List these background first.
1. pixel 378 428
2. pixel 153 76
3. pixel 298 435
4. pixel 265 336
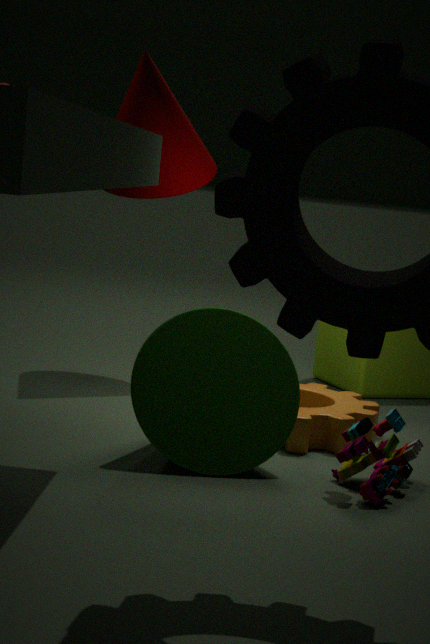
pixel 153 76
pixel 298 435
pixel 265 336
pixel 378 428
